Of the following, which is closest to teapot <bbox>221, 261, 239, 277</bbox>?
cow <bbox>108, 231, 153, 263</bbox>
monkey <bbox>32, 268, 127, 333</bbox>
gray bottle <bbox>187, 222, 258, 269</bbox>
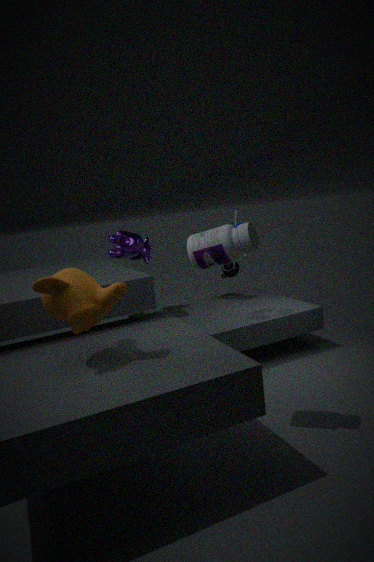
cow <bbox>108, 231, 153, 263</bbox>
